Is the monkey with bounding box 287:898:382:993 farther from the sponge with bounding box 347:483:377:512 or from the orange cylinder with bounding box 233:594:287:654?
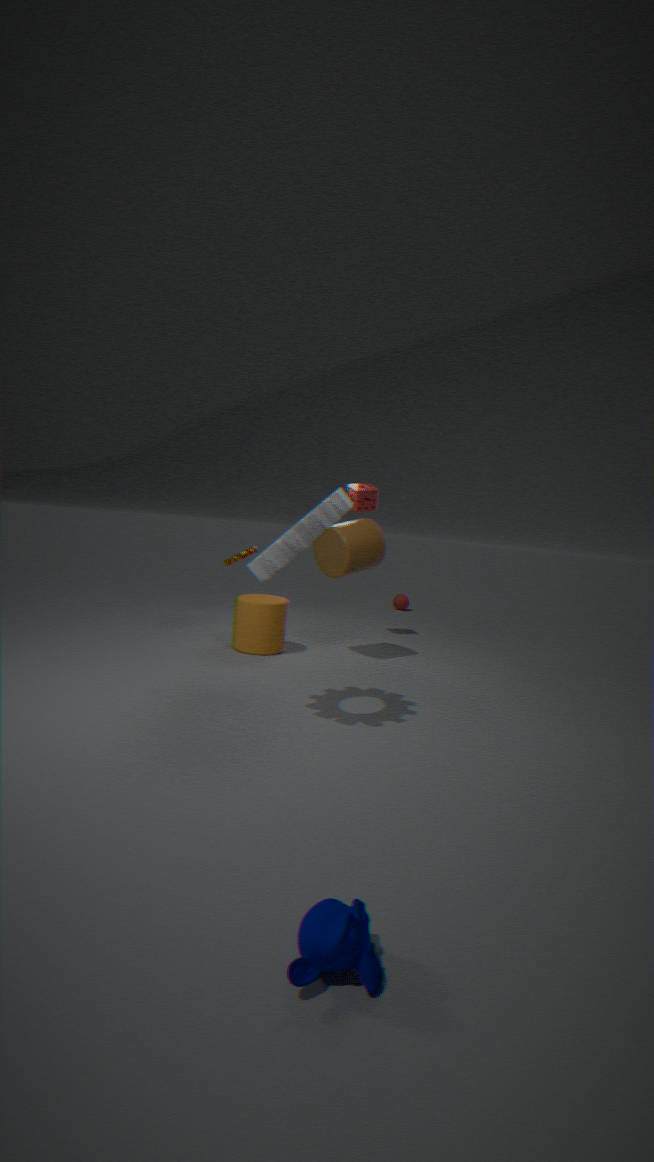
the sponge with bounding box 347:483:377:512
